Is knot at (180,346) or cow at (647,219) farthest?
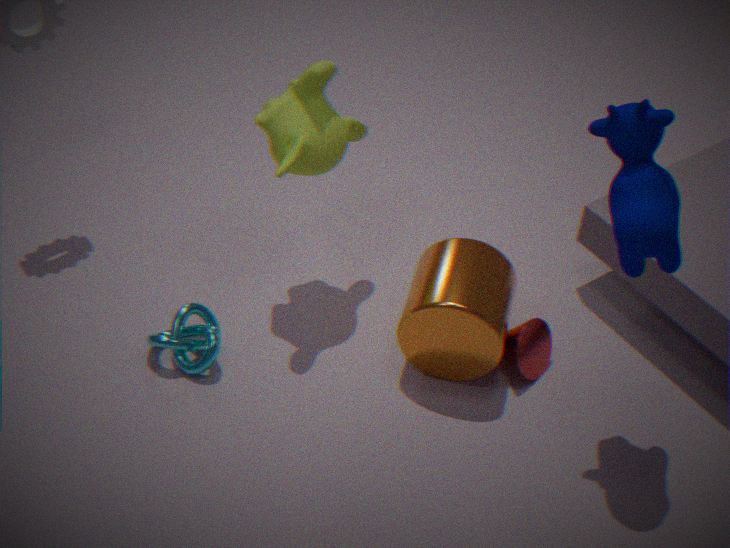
knot at (180,346)
